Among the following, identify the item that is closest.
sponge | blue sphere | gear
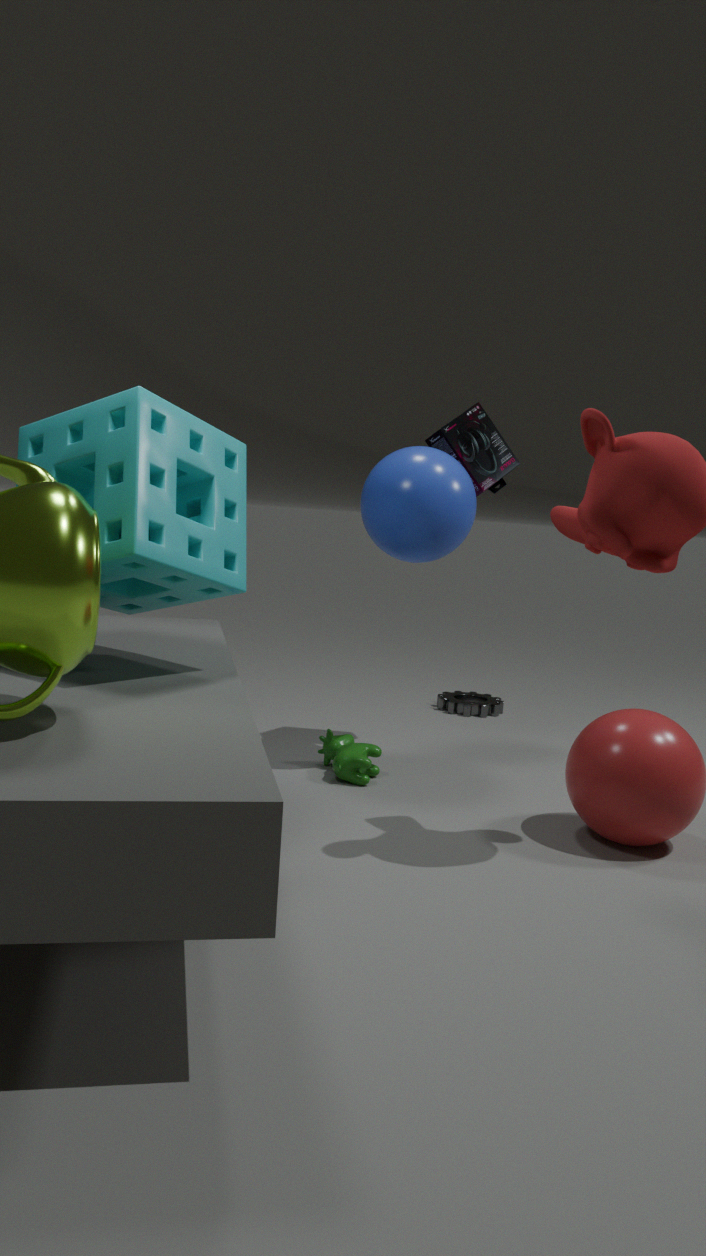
sponge
